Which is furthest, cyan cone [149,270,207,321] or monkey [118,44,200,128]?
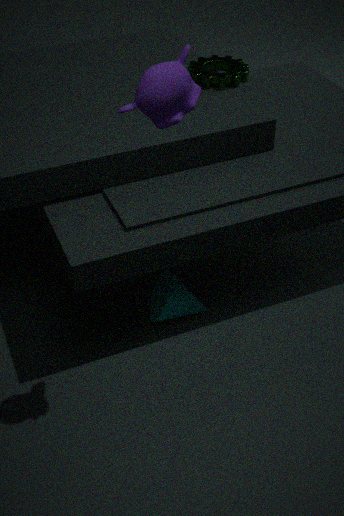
cyan cone [149,270,207,321]
